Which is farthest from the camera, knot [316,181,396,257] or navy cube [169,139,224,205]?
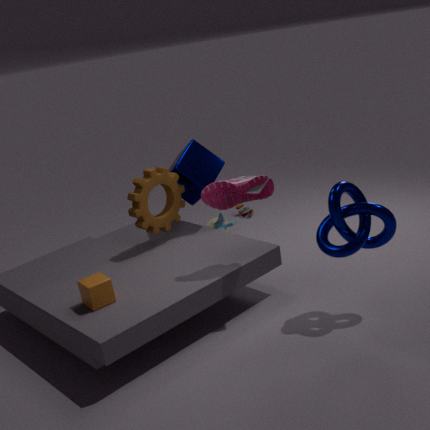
navy cube [169,139,224,205]
